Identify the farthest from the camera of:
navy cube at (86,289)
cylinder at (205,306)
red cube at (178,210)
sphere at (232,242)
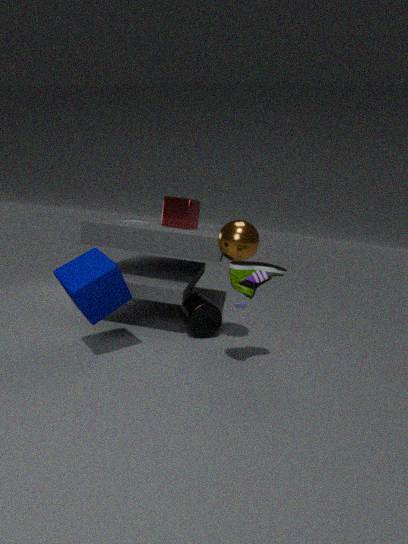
red cube at (178,210)
